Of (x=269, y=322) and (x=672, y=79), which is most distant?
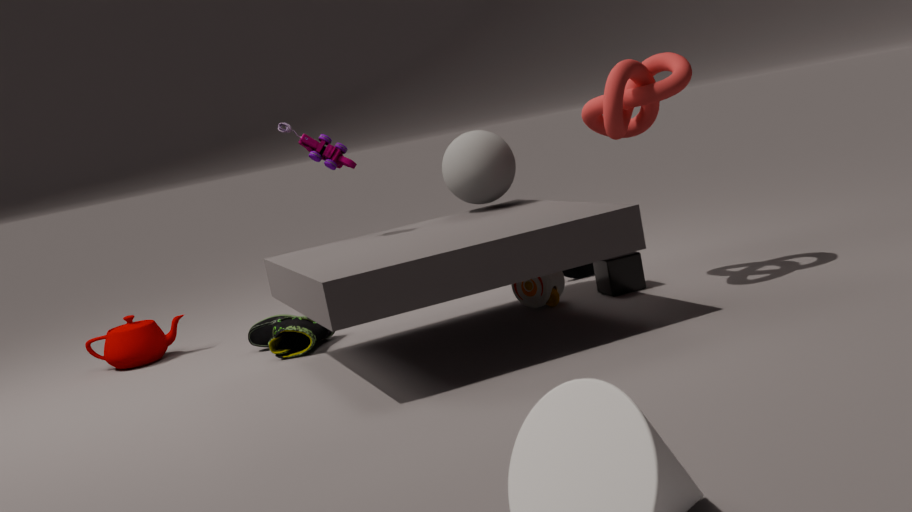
(x=269, y=322)
